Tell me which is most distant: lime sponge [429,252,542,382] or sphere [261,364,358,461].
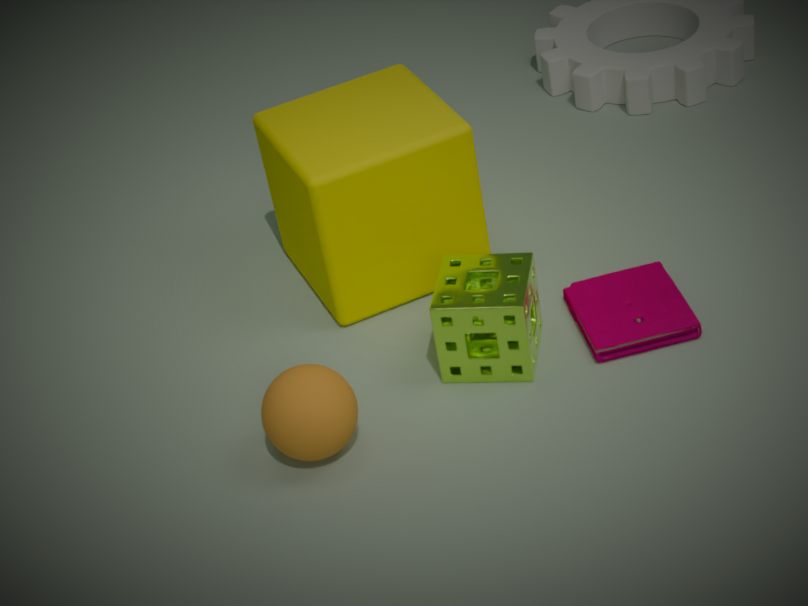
lime sponge [429,252,542,382]
